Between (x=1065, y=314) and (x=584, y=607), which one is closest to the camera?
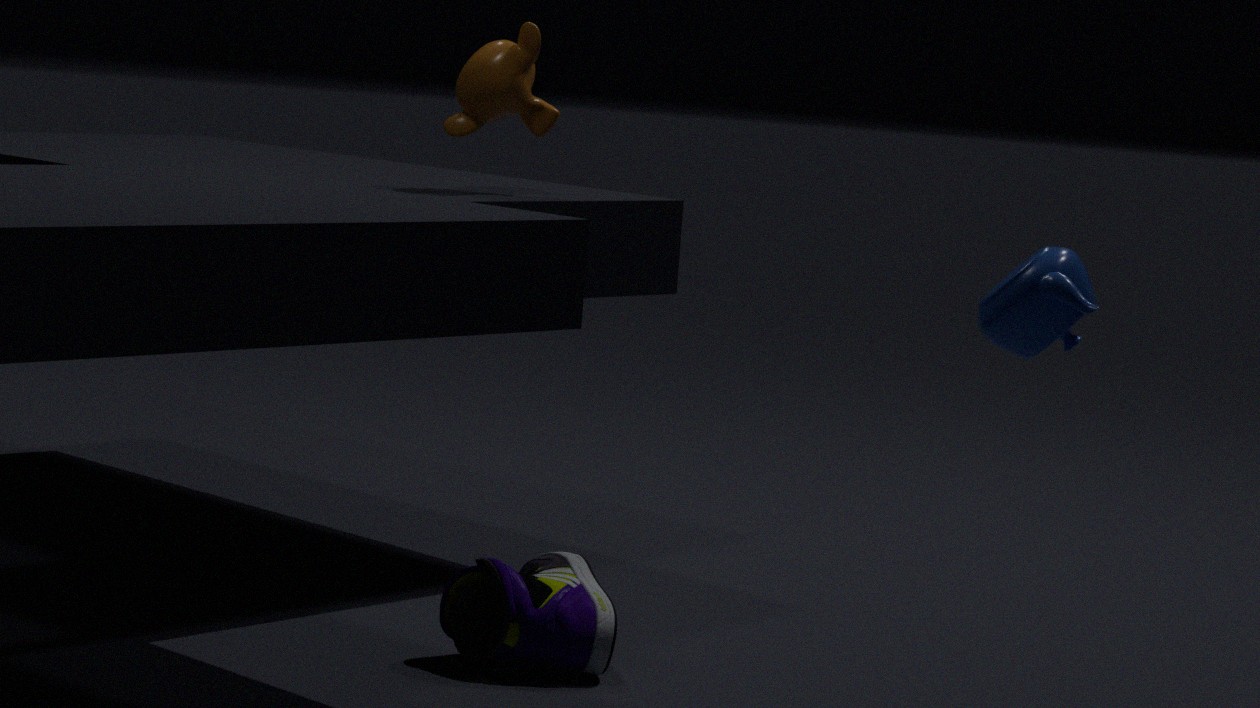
(x=1065, y=314)
